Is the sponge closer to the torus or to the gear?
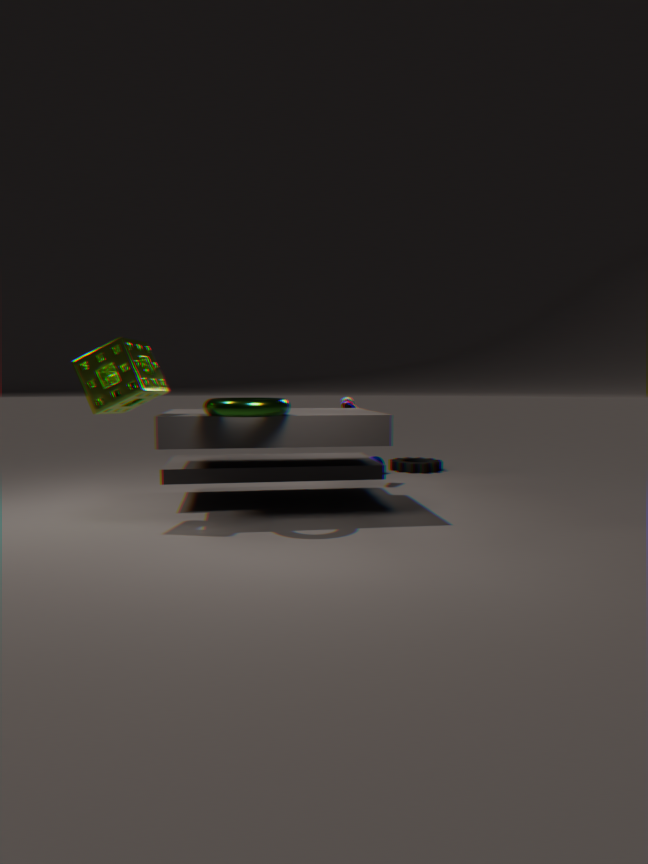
the torus
